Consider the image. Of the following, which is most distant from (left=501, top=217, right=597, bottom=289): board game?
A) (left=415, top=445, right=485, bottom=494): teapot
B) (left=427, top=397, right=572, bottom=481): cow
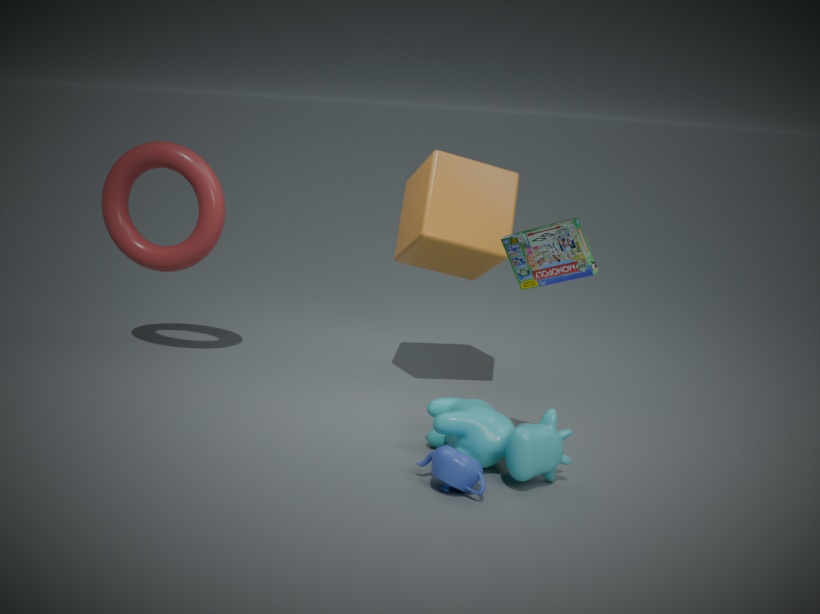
(left=415, top=445, right=485, bottom=494): teapot
